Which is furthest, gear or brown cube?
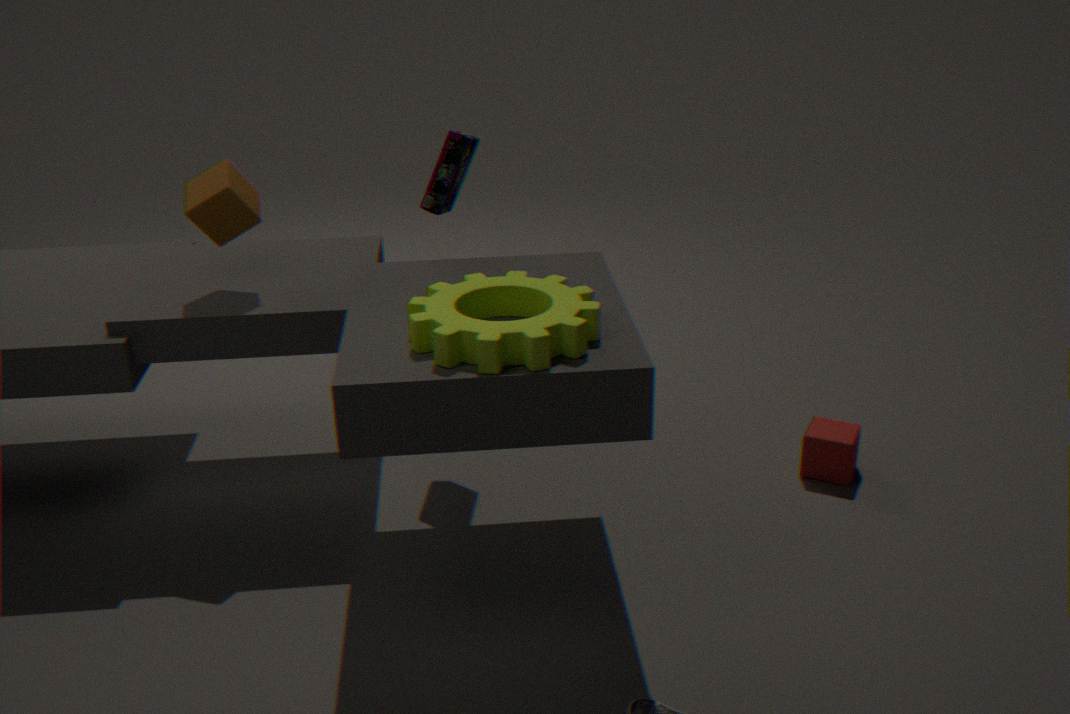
brown cube
